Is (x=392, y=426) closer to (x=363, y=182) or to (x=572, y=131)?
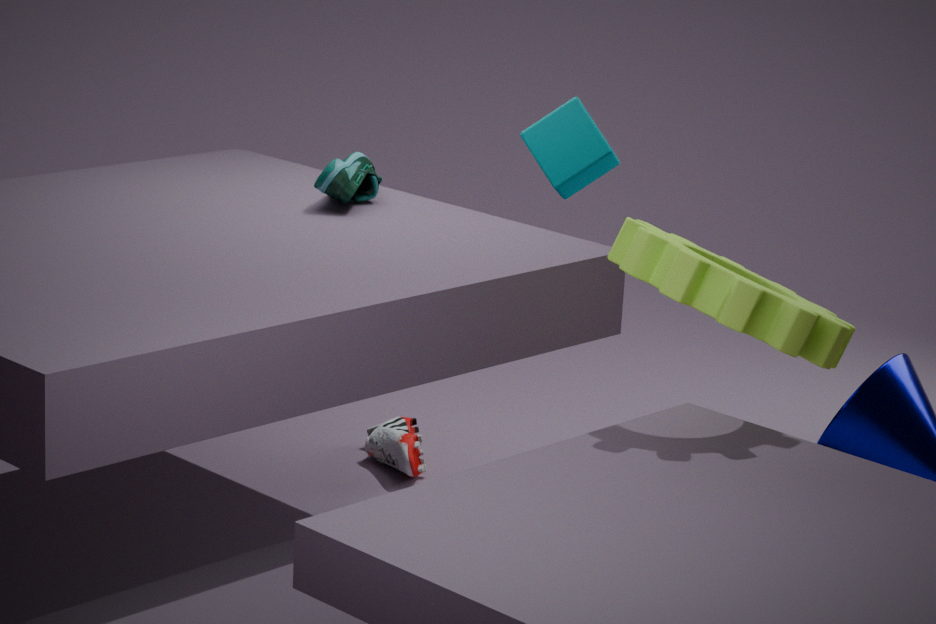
(x=363, y=182)
